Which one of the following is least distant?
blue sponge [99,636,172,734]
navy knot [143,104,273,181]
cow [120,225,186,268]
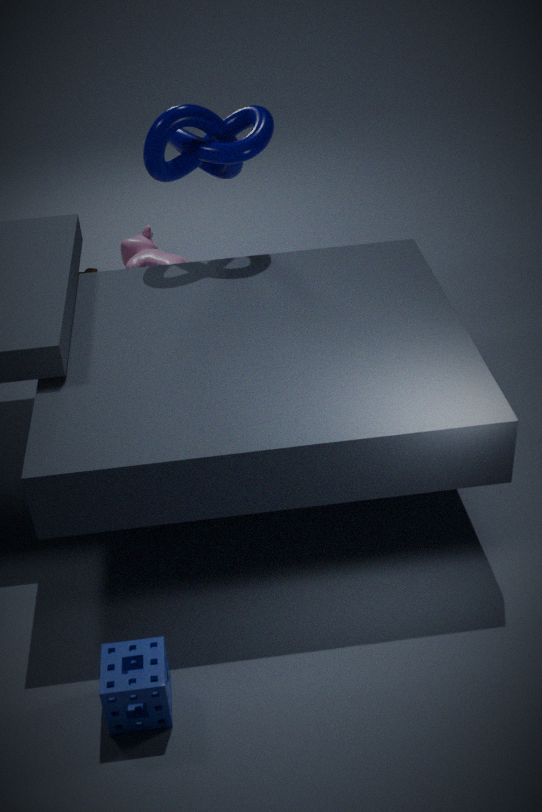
blue sponge [99,636,172,734]
